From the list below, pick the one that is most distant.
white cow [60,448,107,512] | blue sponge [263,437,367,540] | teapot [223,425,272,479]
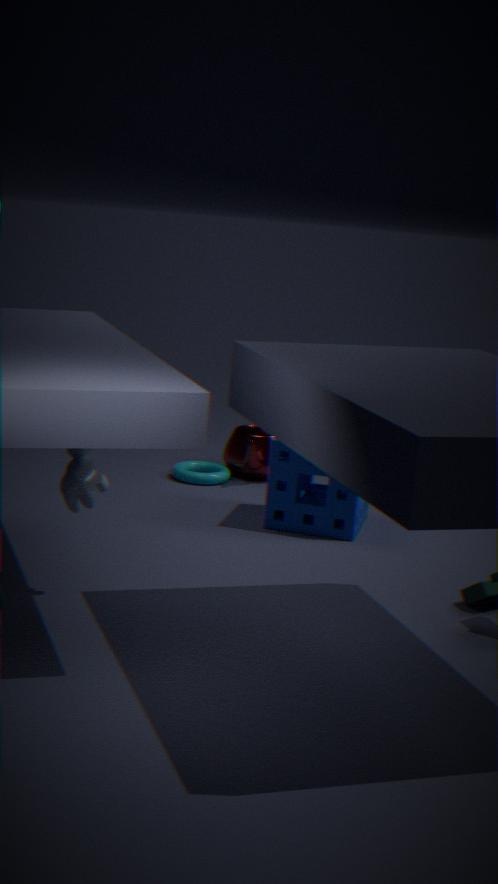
teapot [223,425,272,479]
